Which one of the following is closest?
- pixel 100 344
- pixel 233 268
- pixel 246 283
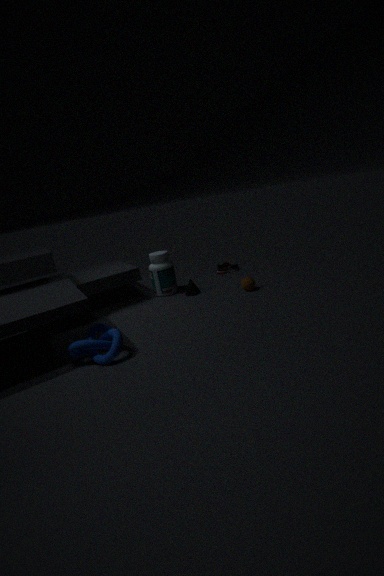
pixel 100 344
